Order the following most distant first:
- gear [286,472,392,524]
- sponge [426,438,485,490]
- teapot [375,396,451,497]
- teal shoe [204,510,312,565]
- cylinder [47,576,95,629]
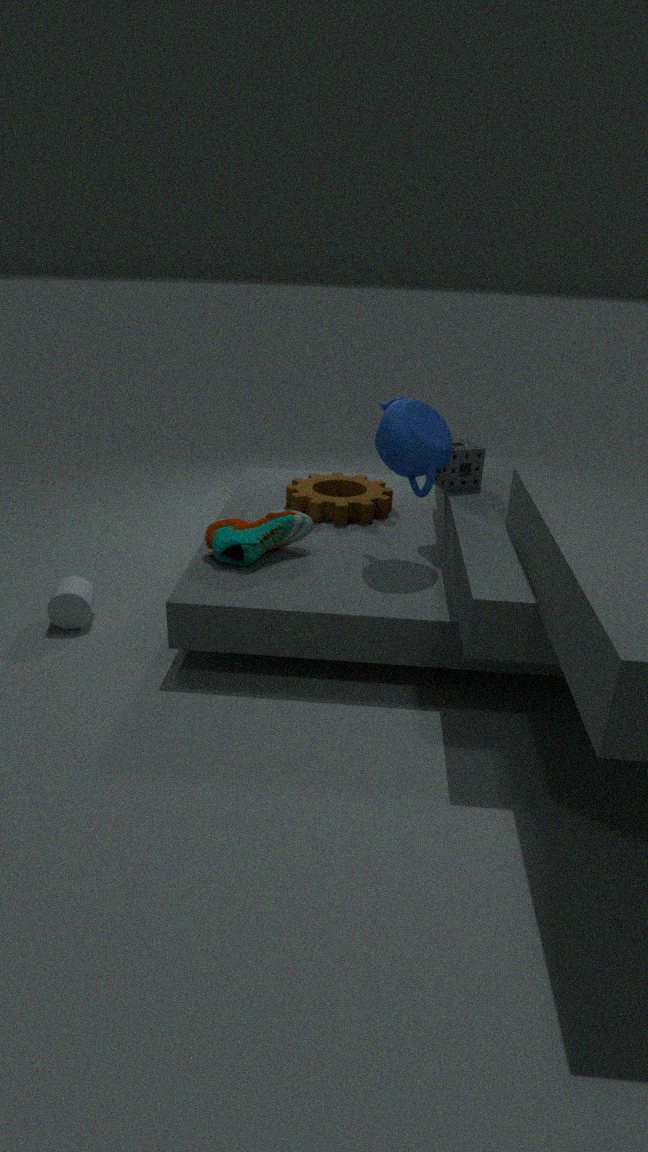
1. gear [286,472,392,524]
2. sponge [426,438,485,490]
3. cylinder [47,576,95,629]
4. teal shoe [204,510,312,565]
5. teapot [375,396,451,497]
